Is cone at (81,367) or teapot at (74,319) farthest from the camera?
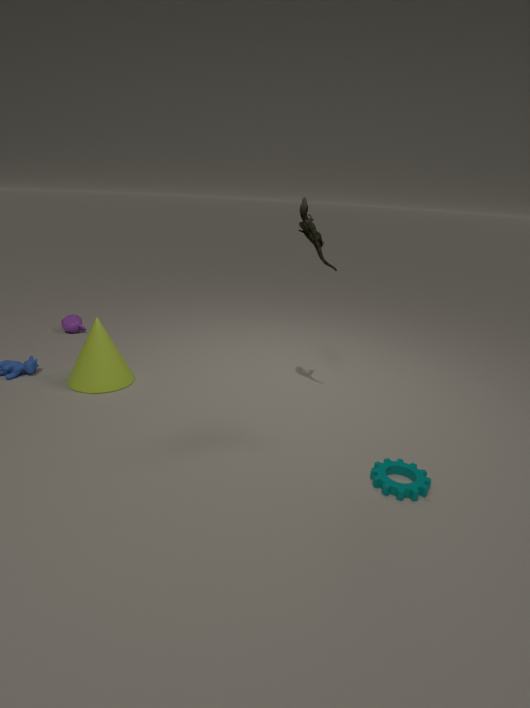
teapot at (74,319)
